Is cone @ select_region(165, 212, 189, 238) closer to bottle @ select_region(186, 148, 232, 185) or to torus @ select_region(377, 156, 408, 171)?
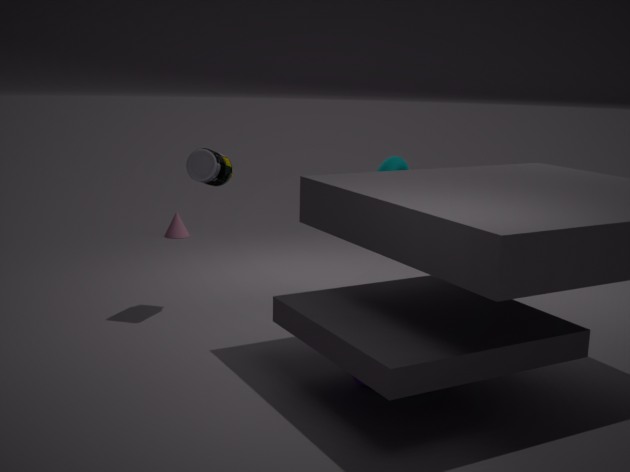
bottle @ select_region(186, 148, 232, 185)
